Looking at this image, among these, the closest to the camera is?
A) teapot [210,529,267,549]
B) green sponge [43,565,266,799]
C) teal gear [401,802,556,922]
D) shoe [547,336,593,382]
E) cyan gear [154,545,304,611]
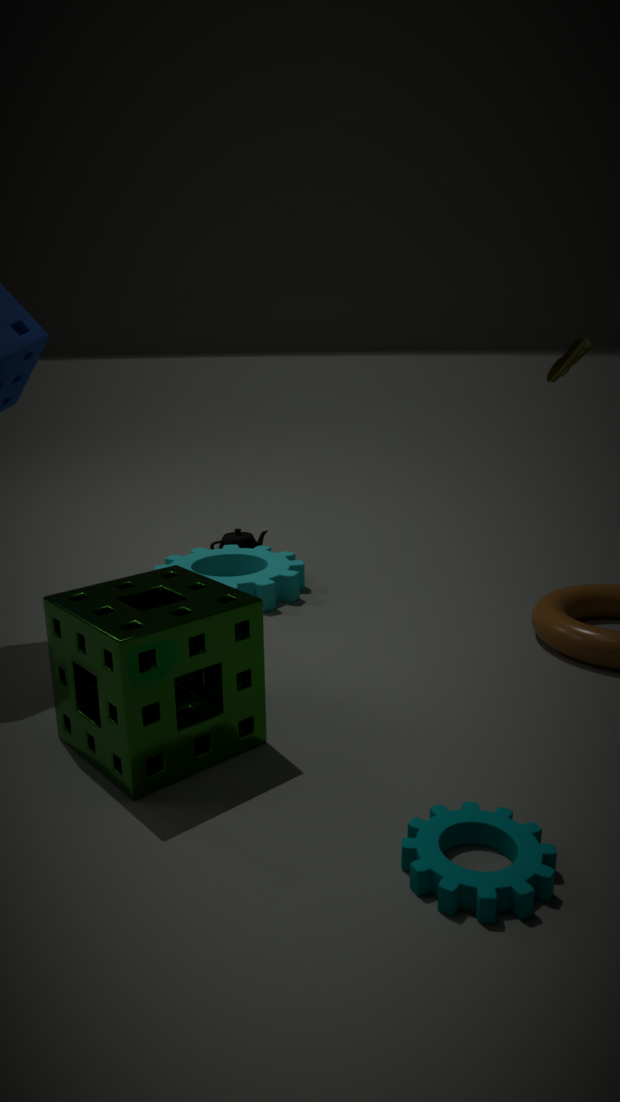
teal gear [401,802,556,922]
